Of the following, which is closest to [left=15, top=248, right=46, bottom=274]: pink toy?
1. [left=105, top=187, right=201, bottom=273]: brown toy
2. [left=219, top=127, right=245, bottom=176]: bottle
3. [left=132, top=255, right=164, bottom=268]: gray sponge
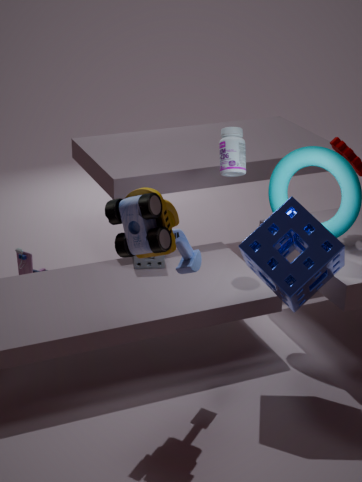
[left=132, top=255, right=164, bottom=268]: gray sponge
